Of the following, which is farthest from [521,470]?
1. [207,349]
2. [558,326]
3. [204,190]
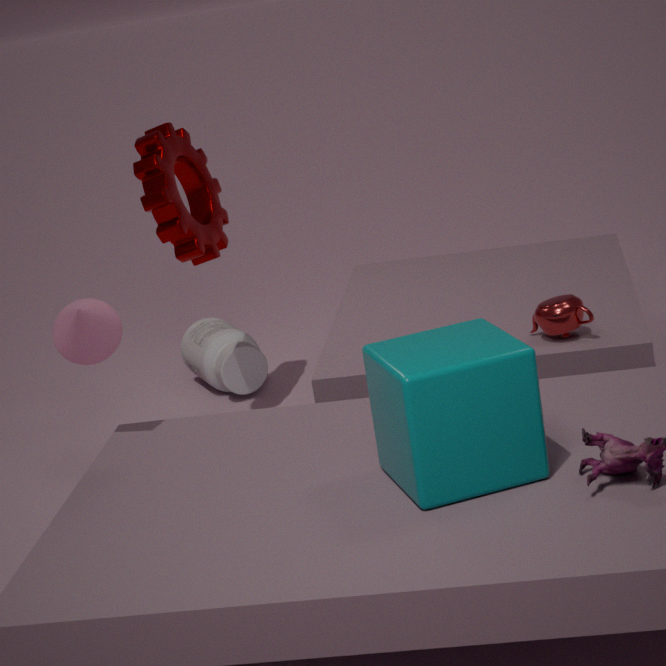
[207,349]
